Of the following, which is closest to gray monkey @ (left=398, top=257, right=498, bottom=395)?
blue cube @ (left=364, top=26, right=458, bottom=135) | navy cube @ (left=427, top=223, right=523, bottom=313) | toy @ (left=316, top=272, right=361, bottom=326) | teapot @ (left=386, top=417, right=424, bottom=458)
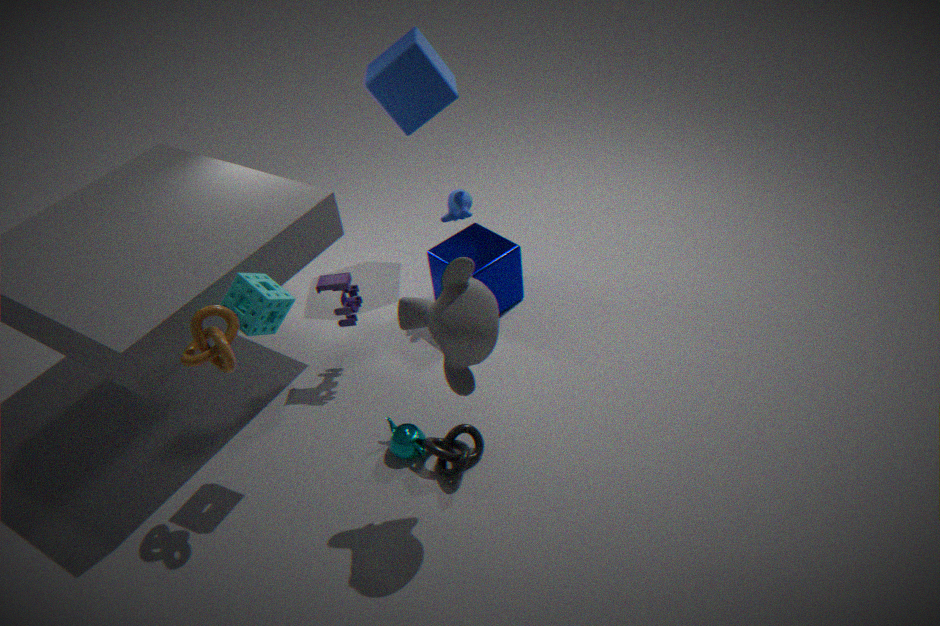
teapot @ (left=386, top=417, right=424, bottom=458)
